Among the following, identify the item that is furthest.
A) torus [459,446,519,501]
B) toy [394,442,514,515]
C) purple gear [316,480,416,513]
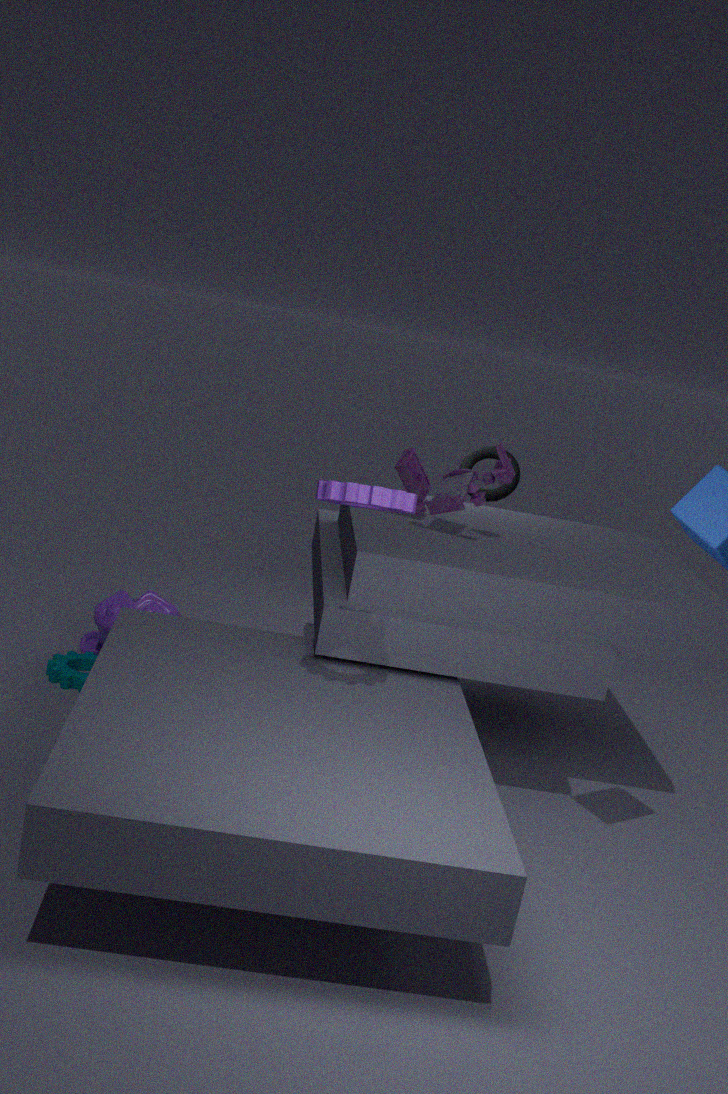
torus [459,446,519,501]
